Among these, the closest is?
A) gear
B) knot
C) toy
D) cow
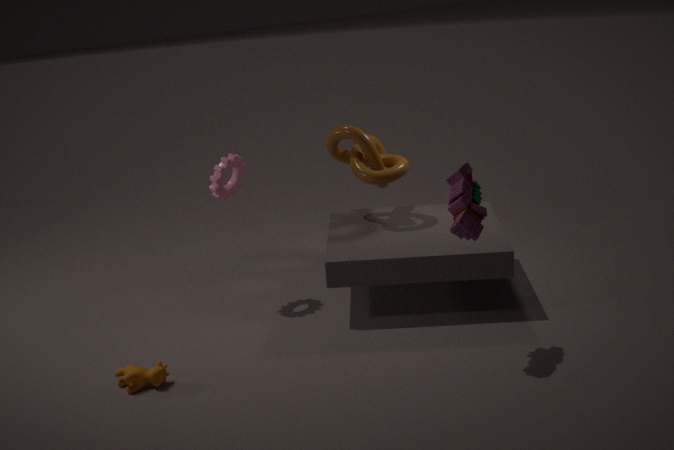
toy
